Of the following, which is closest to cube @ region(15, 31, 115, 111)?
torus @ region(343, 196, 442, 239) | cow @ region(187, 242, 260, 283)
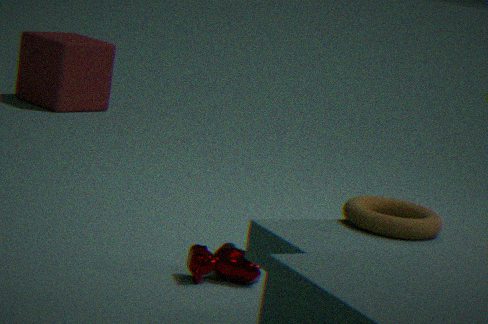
cow @ region(187, 242, 260, 283)
